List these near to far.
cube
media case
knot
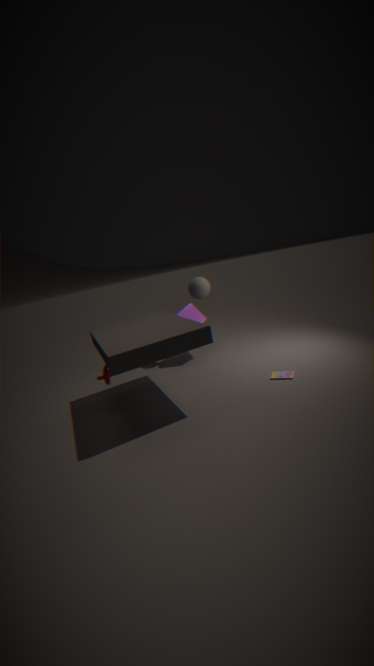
knot < media case < cube
